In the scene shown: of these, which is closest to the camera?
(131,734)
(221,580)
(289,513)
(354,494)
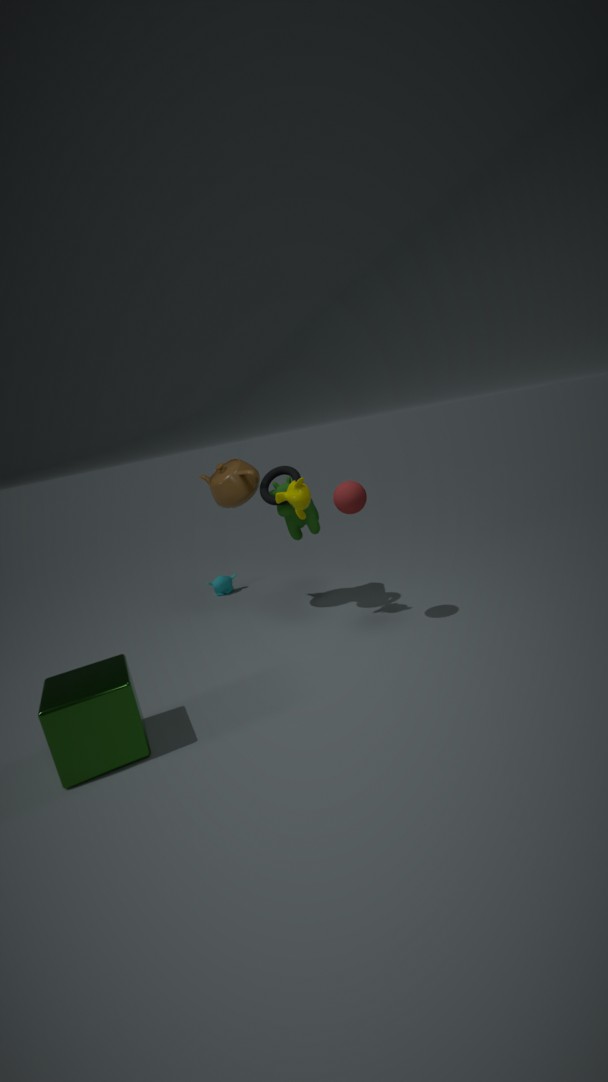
(131,734)
